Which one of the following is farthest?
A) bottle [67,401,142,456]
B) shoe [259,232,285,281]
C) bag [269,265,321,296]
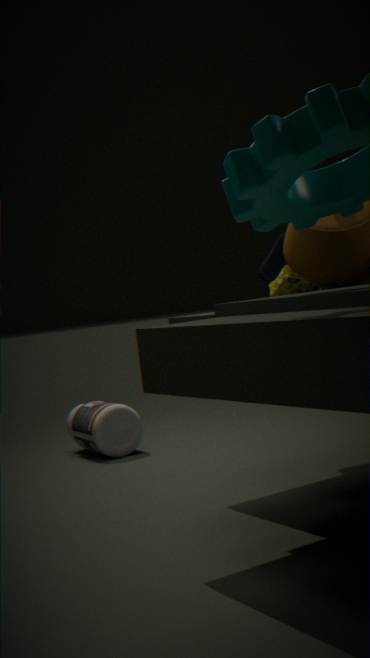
bottle [67,401,142,456]
